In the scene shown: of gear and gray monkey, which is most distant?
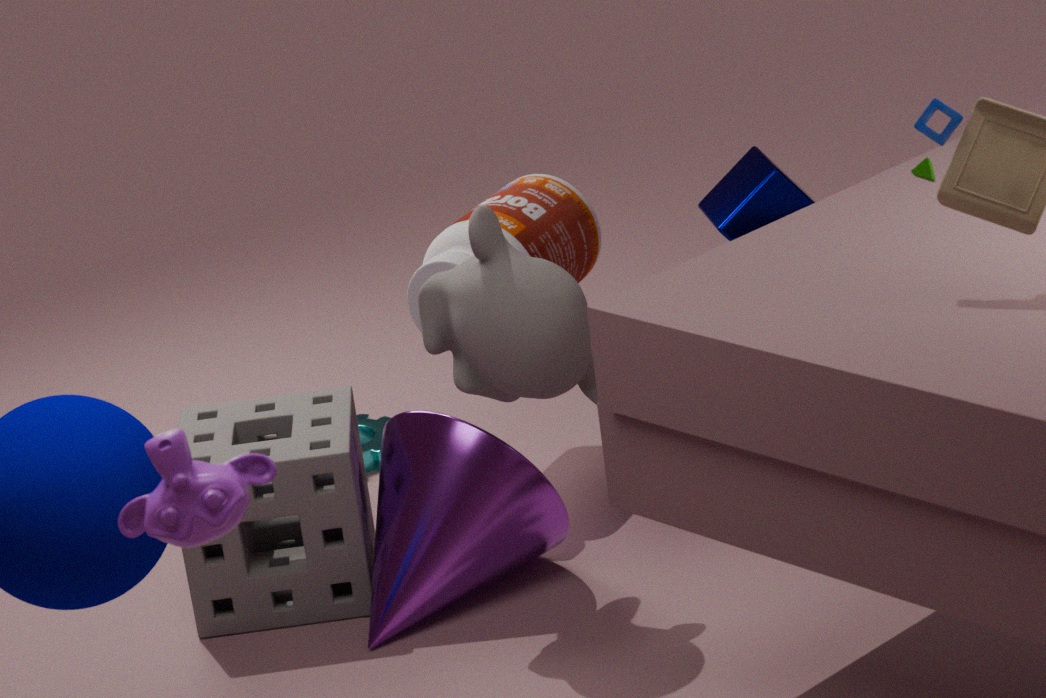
gear
